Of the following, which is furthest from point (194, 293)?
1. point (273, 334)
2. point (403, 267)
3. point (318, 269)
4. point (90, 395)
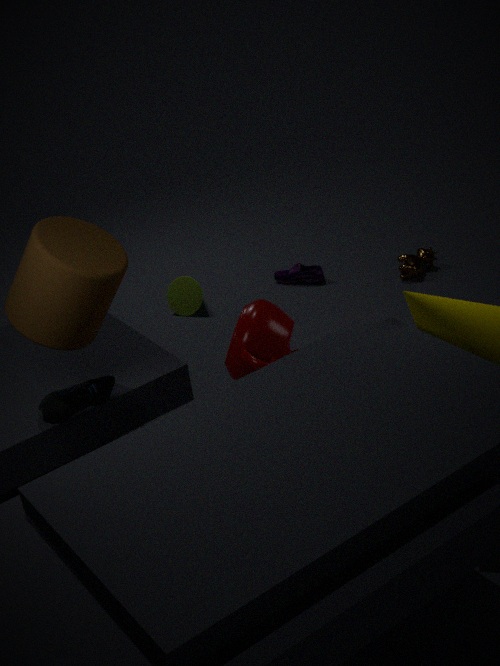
point (90, 395)
